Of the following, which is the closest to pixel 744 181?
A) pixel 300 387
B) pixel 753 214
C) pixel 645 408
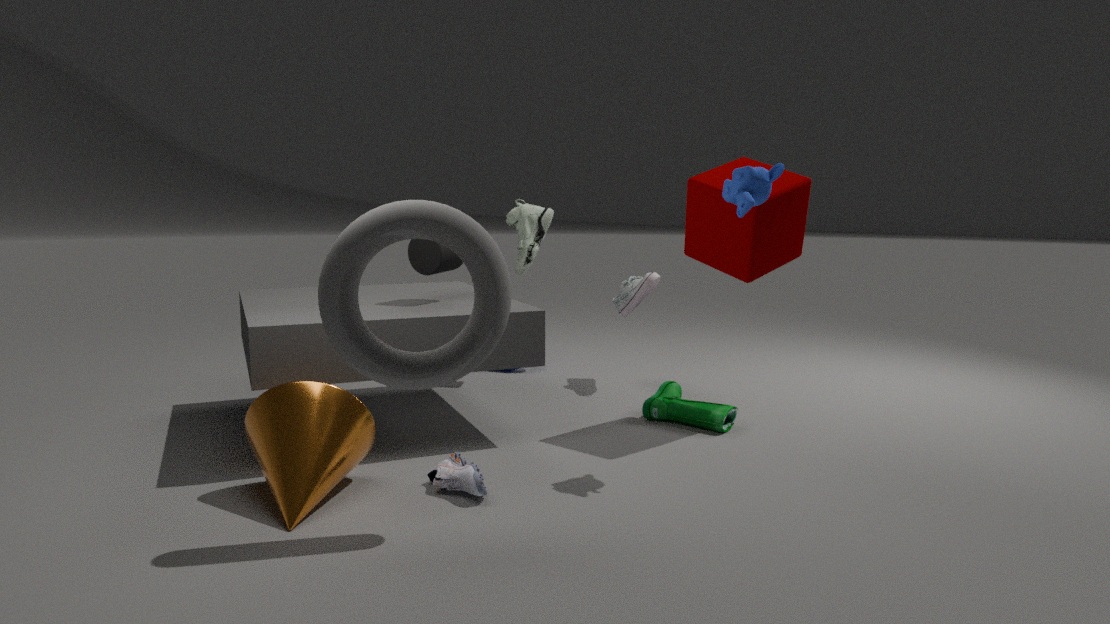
pixel 753 214
